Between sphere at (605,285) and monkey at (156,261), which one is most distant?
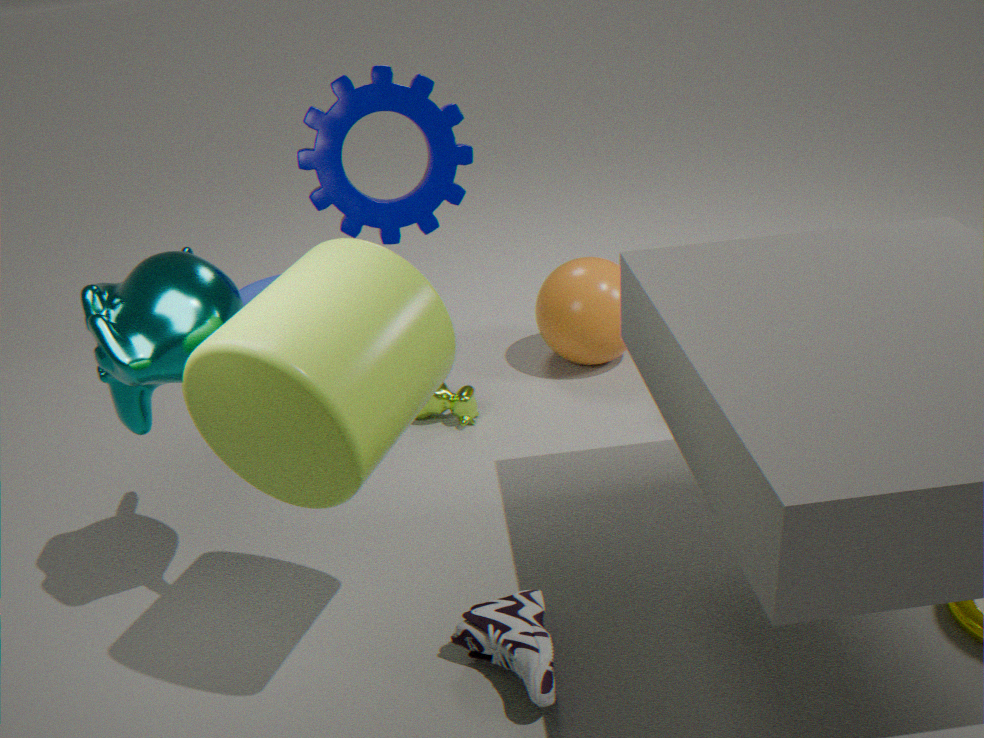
sphere at (605,285)
